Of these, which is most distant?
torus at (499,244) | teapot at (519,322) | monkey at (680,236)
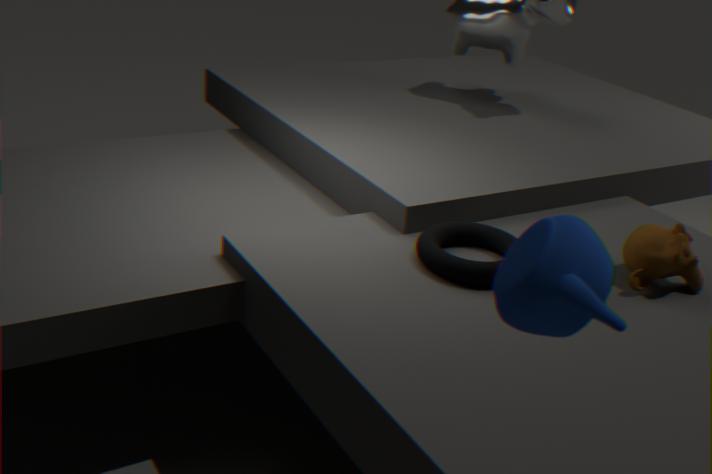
monkey at (680,236)
